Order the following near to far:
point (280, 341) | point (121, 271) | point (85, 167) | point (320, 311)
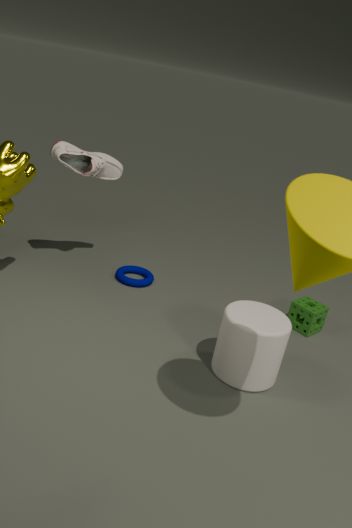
point (280, 341), point (320, 311), point (85, 167), point (121, 271)
